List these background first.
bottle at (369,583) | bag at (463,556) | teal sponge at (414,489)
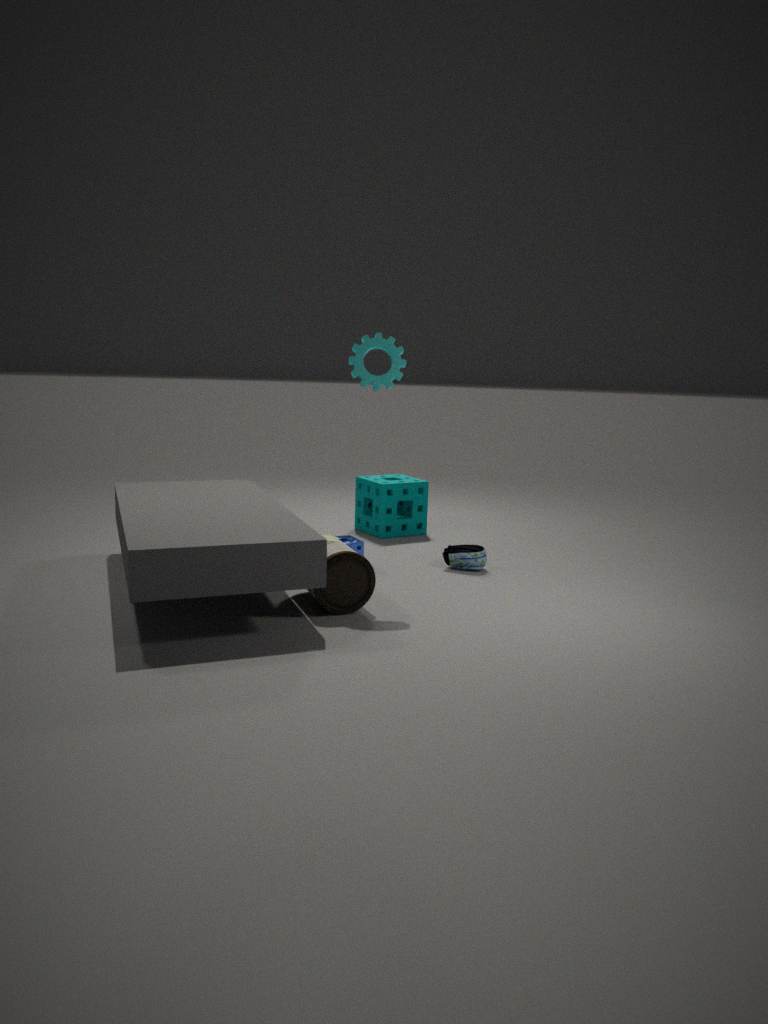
teal sponge at (414,489)
bag at (463,556)
bottle at (369,583)
